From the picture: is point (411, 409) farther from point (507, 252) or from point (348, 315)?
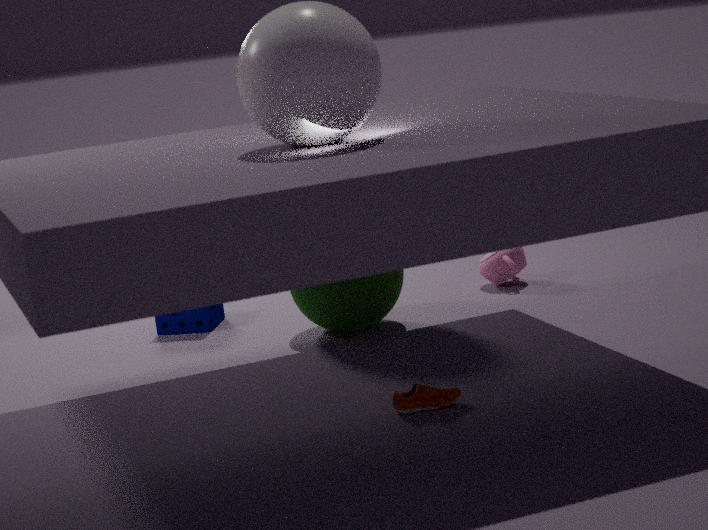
point (507, 252)
